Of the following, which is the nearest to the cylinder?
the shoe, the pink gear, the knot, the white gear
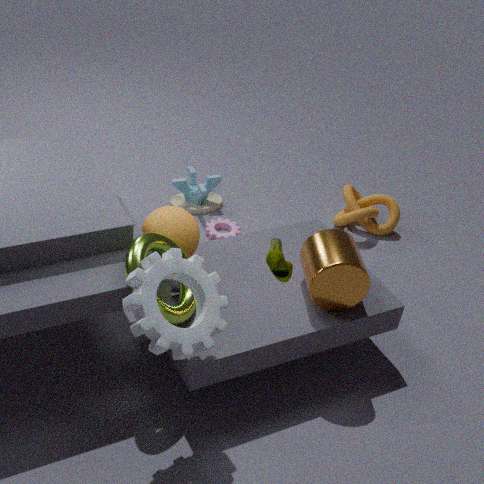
the shoe
